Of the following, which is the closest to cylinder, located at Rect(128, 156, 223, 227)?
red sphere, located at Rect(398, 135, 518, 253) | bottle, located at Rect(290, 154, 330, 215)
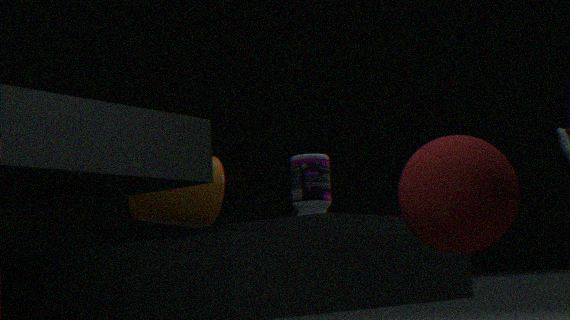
bottle, located at Rect(290, 154, 330, 215)
